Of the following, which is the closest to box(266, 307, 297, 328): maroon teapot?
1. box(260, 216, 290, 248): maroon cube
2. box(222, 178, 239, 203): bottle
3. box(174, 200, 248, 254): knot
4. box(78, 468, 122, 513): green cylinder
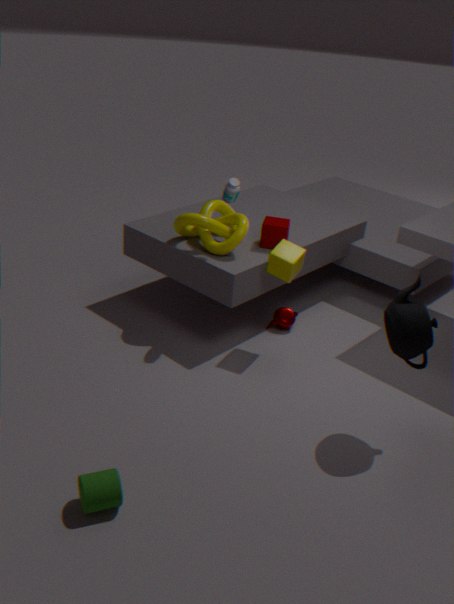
box(260, 216, 290, 248): maroon cube
